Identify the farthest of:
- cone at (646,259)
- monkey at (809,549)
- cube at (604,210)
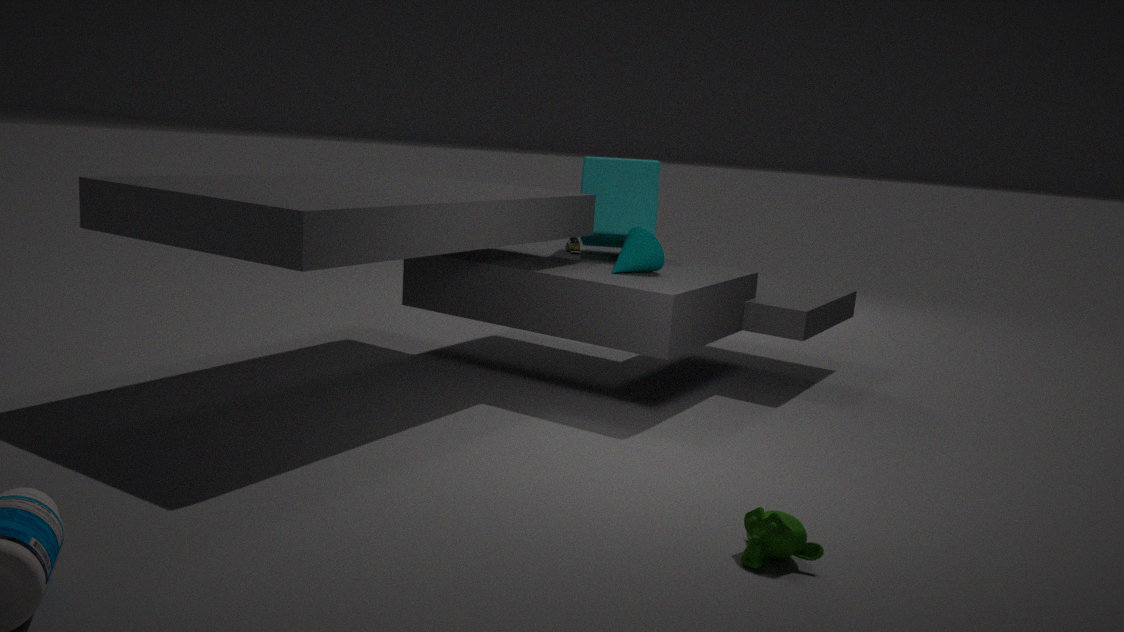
cube at (604,210)
